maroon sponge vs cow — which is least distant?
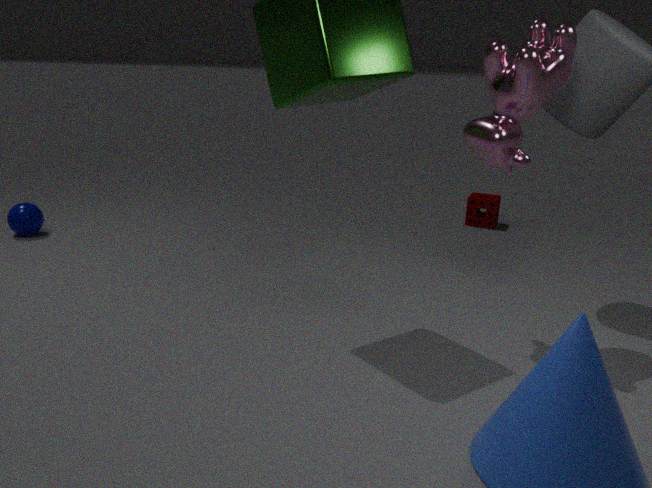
cow
